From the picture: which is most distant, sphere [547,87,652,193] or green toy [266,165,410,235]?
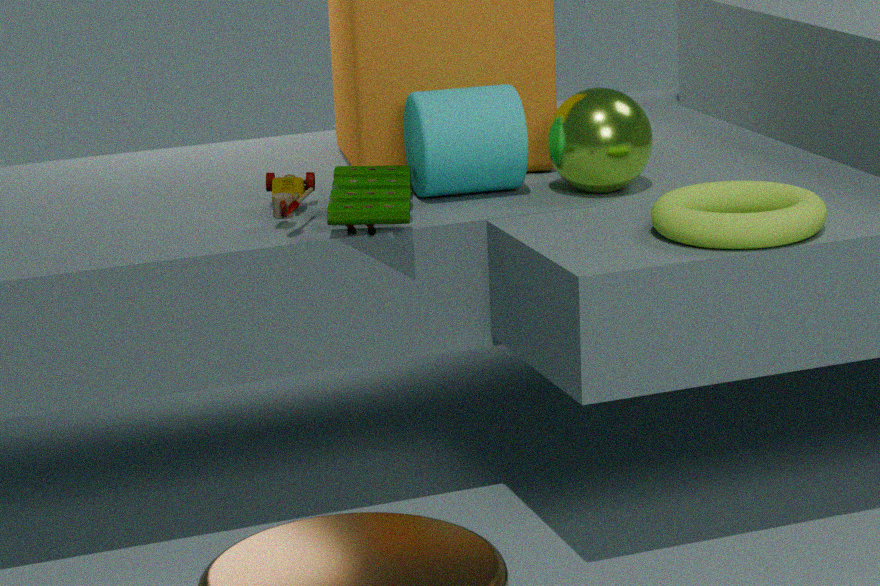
sphere [547,87,652,193]
